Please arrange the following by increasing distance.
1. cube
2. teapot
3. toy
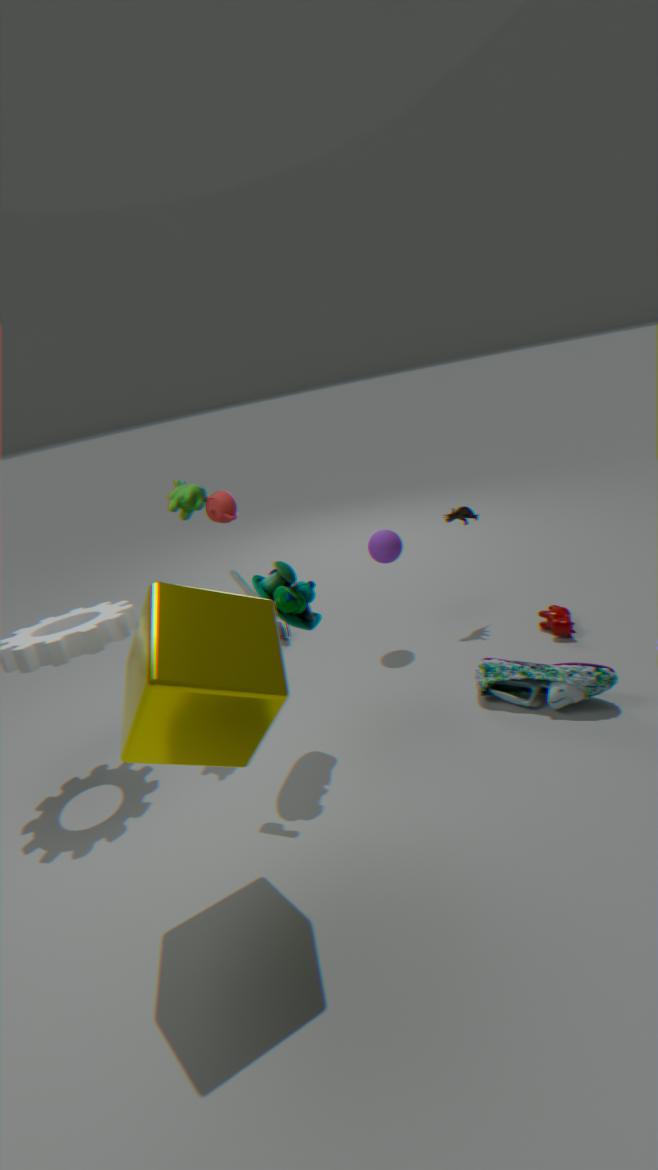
1. cube
2. toy
3. teapot
